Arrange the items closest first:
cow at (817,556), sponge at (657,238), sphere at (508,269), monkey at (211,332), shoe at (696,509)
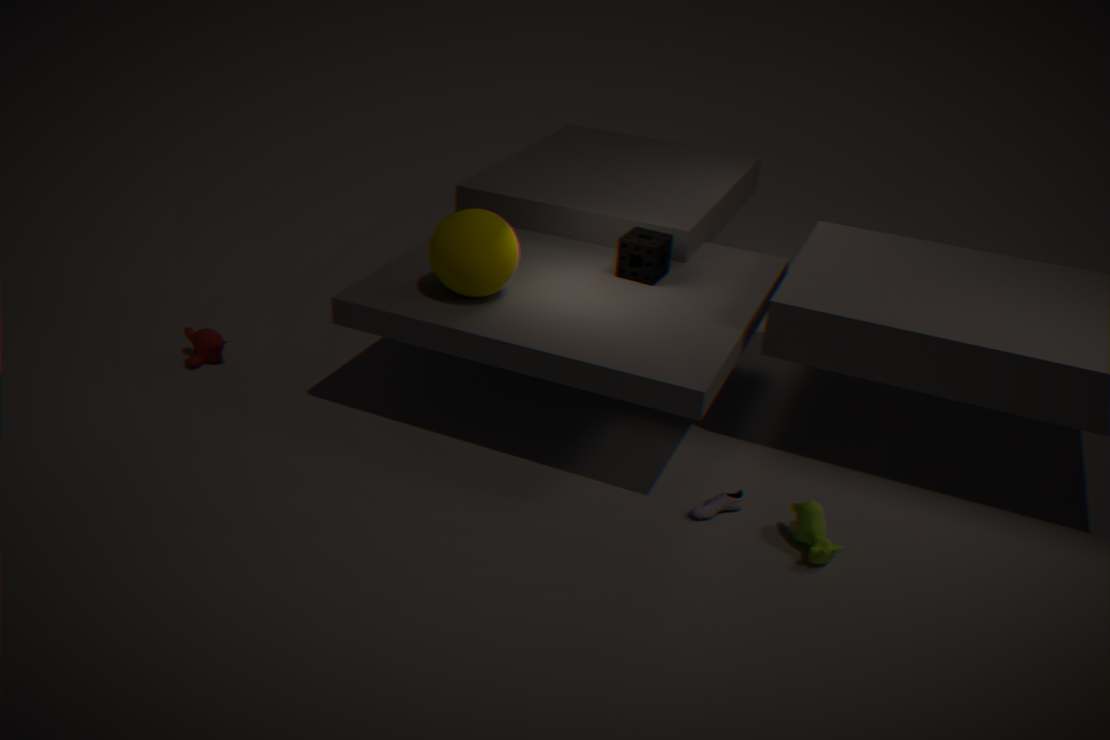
cow at (817,556) < shoe at (696,509) < sphere at (508,269) < sponge at (657,238) < monkey at (211,332)
